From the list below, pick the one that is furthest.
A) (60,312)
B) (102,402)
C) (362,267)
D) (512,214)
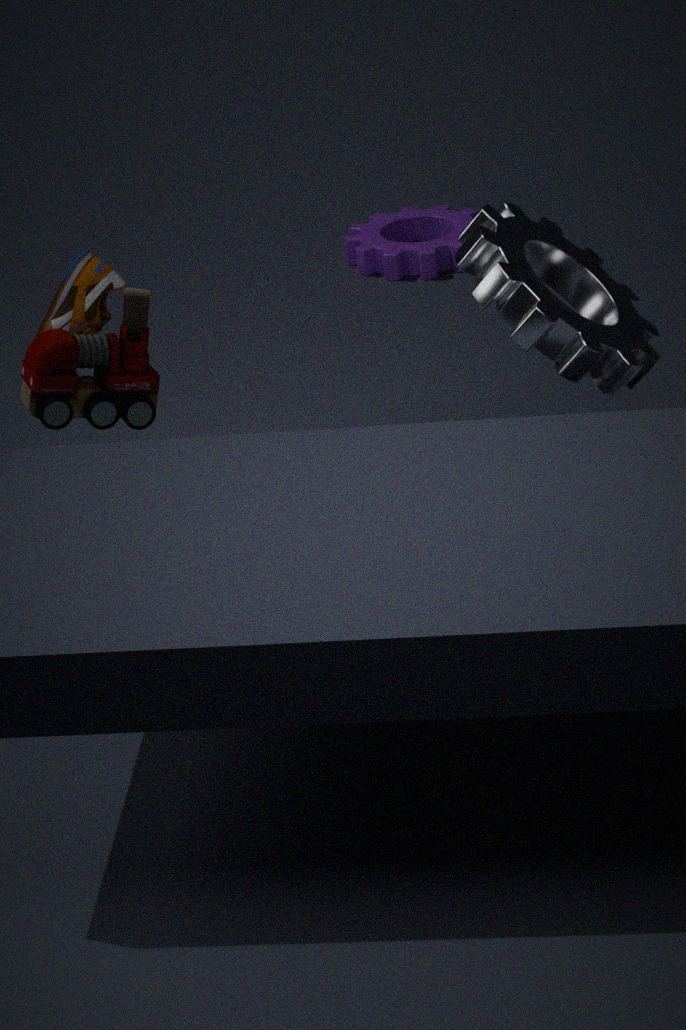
C. (362,267)
